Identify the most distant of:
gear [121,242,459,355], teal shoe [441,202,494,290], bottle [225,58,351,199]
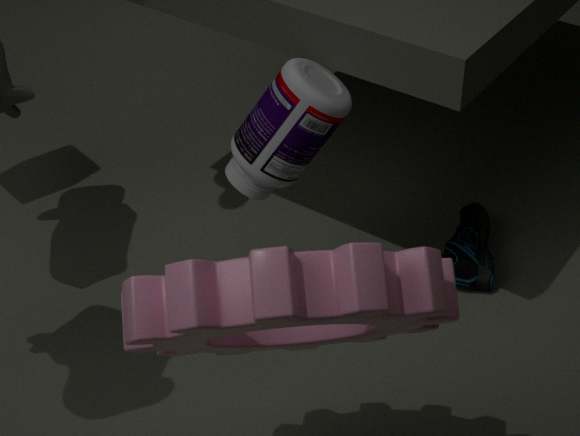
teal shoe [441,202,494,290]
